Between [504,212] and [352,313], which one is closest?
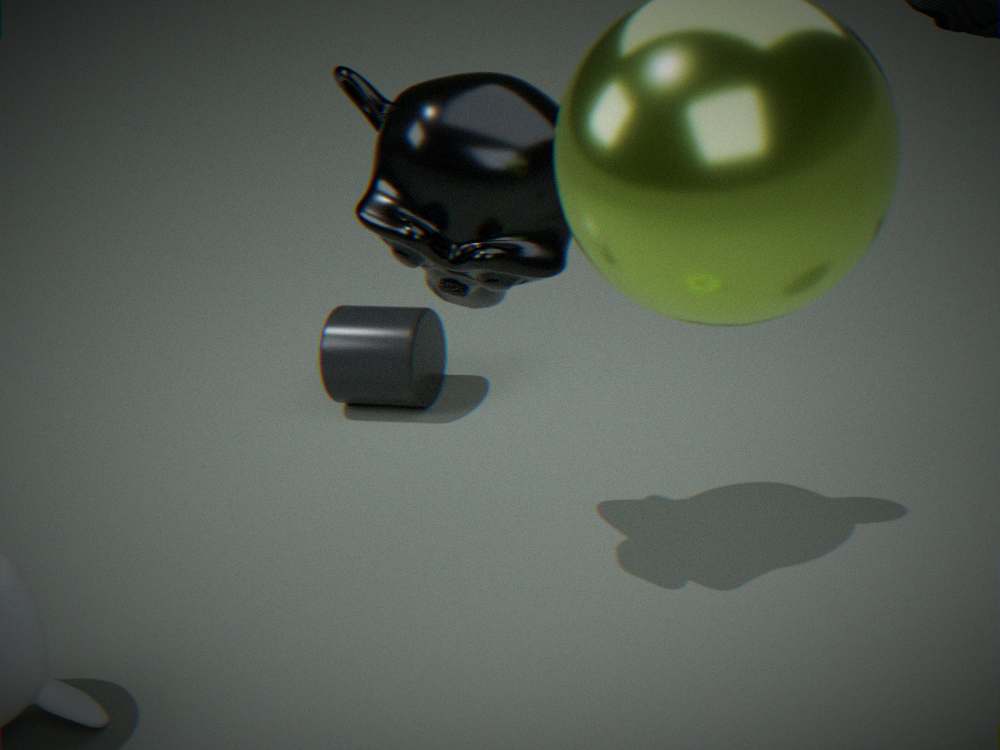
[504,212]
